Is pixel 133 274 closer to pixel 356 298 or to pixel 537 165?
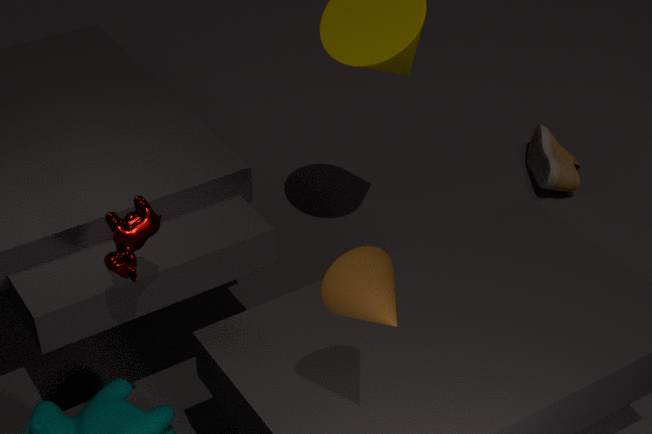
pixel 356 298
